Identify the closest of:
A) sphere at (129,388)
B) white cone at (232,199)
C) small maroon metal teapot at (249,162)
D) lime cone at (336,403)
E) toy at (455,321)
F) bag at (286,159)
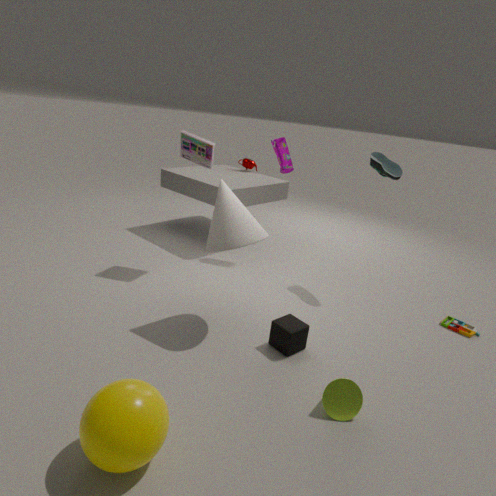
sphere at (129,388)
